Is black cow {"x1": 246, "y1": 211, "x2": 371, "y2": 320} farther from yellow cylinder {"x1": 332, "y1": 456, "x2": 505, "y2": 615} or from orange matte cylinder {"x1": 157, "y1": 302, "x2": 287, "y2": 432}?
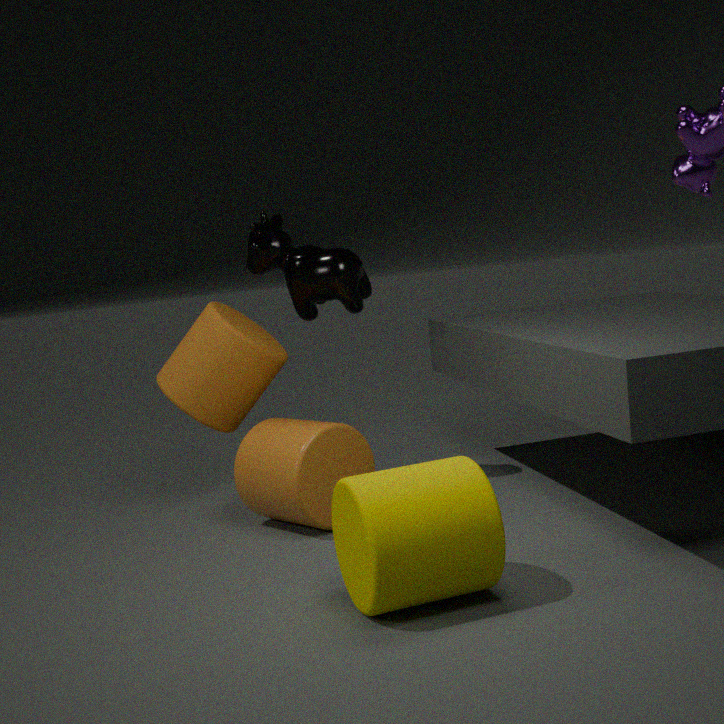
yellow cylinder {"x1": 332, "y1": 456, "x2": 505, "y2": 615}
